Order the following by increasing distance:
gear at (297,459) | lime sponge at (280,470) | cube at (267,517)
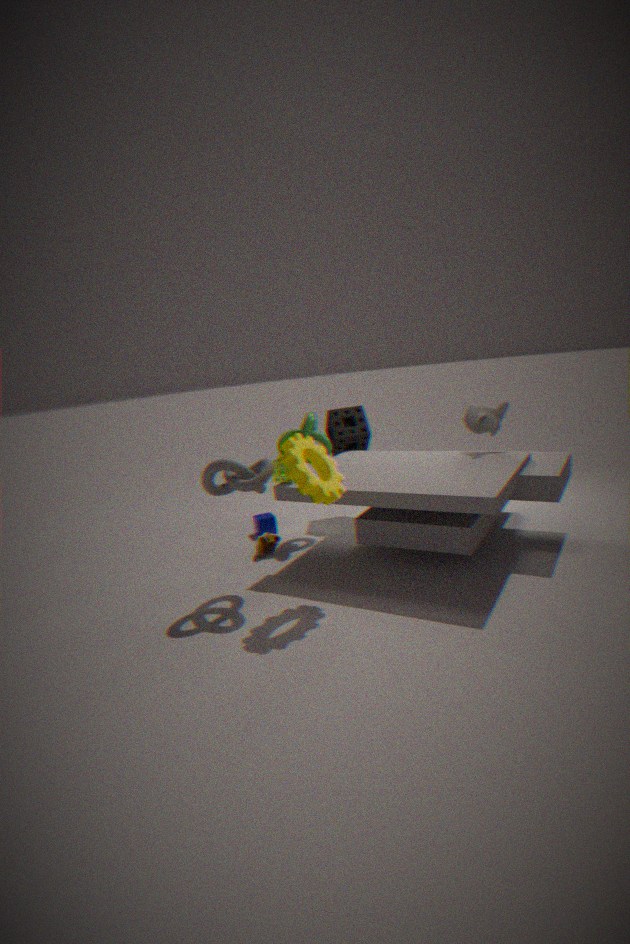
gear at (297,459) → lime sponge at (280,470) → cube at (267,517)
